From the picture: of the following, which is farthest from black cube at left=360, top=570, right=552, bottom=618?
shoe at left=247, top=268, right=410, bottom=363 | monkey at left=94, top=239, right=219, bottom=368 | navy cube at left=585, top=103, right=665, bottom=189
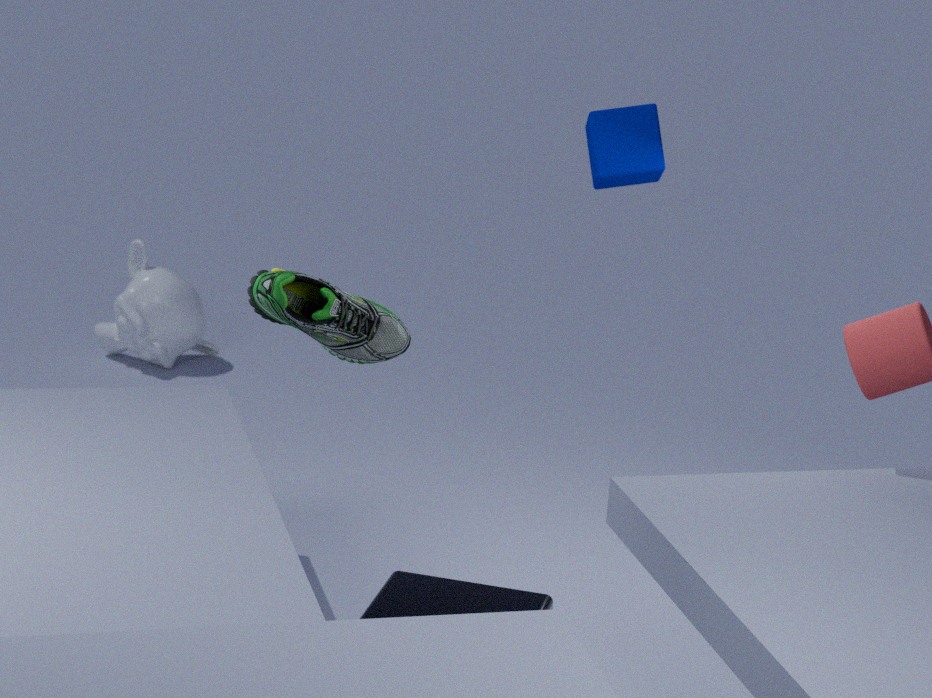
monkey at left=94, top=239, right=219, bottom=368
